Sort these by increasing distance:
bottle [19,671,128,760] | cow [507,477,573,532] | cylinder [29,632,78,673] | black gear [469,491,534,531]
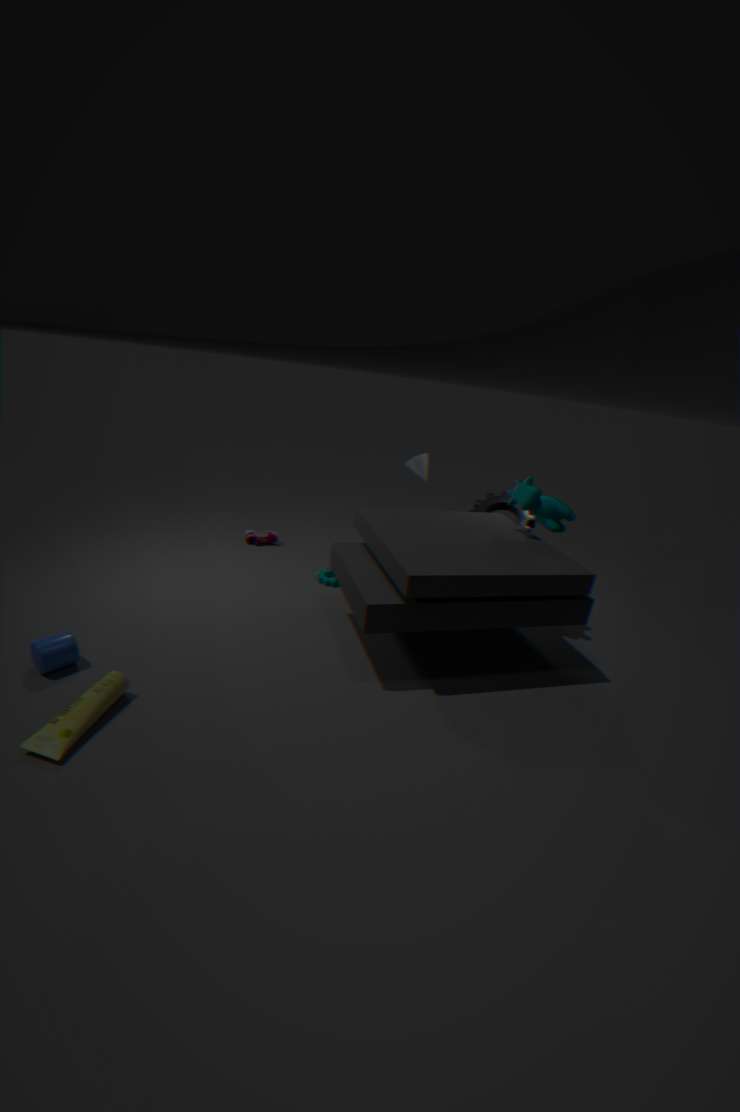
bottle [19,671,128,760]
cylinder [29,632,78,673]
cow [507,477,573,532]
black gear [469,491,534,531]
